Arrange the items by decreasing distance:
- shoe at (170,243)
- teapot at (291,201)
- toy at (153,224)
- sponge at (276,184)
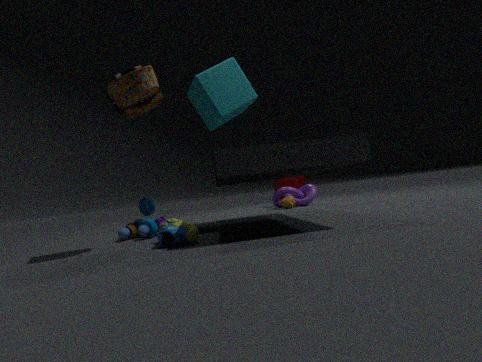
sponge at (276,184) → teapot at (291,201) → toy at (153,224) → shoe at (170,243)
